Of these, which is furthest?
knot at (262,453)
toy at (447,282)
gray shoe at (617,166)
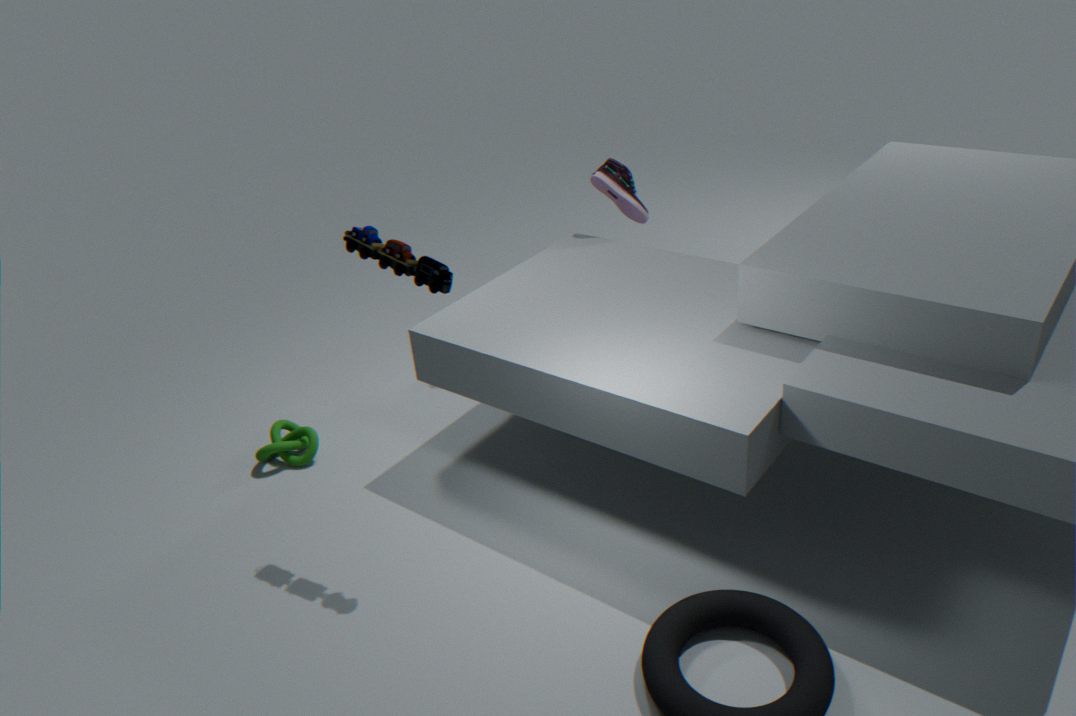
gray shoe at (617,166)
